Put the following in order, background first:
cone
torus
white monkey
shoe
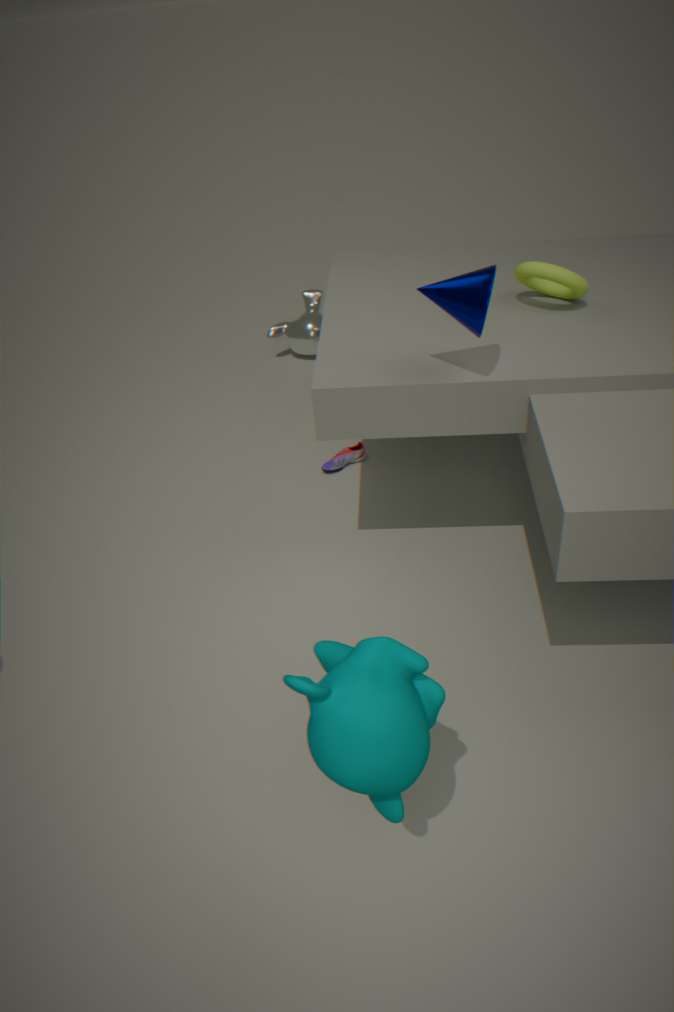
white monkey, shoe, torus, cone
